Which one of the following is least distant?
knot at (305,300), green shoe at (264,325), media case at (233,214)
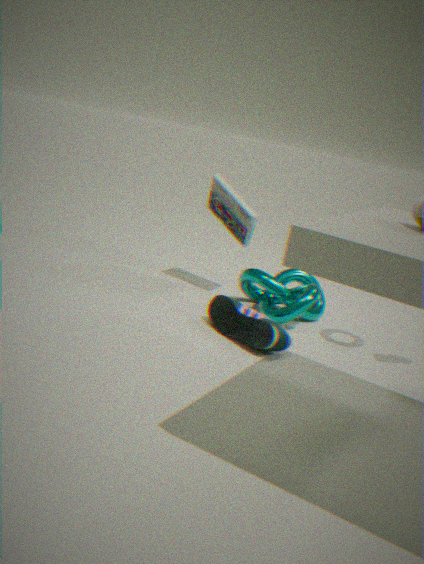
green shoe at (264,325)
